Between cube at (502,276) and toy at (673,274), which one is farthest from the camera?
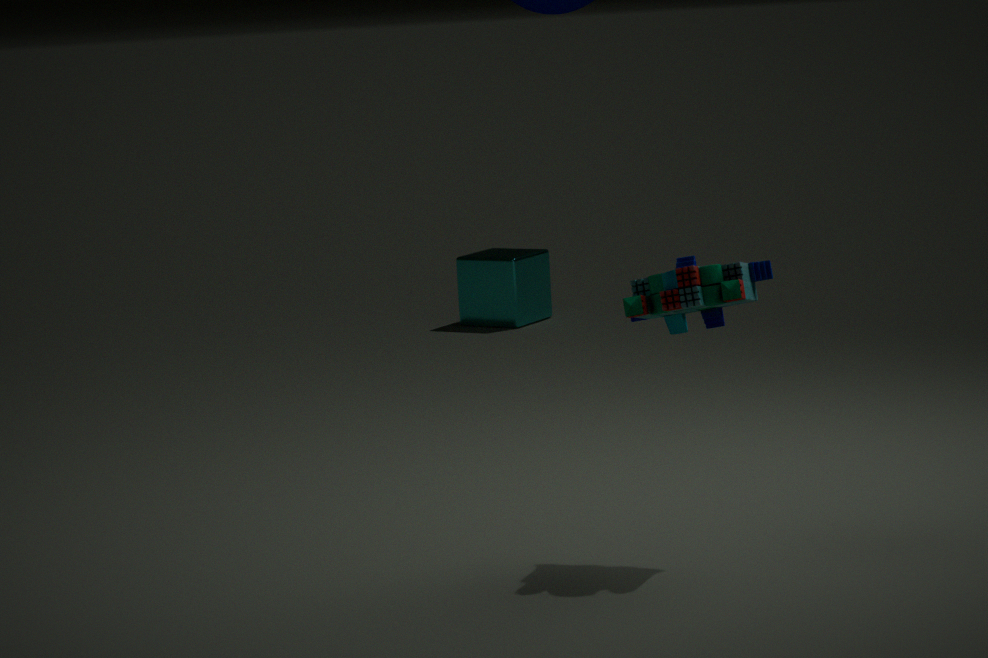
cube at (502,276)
